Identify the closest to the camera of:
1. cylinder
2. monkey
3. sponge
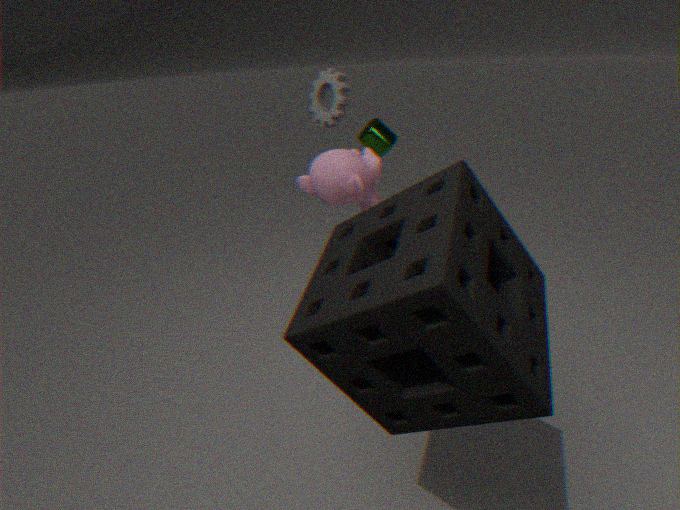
sponge
